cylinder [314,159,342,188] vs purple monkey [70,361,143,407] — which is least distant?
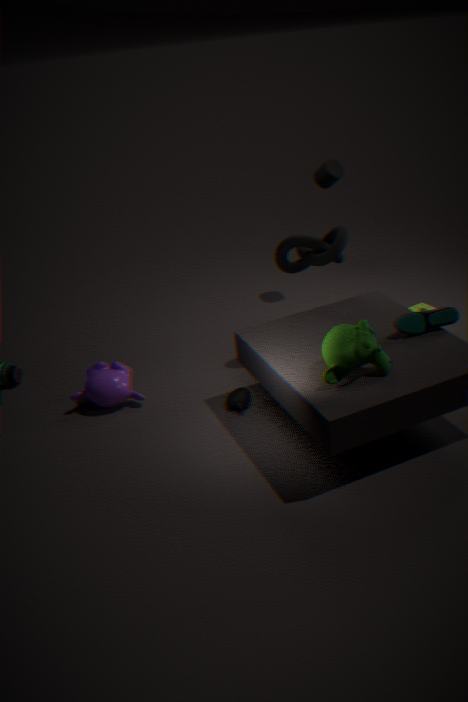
purple monkey [70,361,143,407]
